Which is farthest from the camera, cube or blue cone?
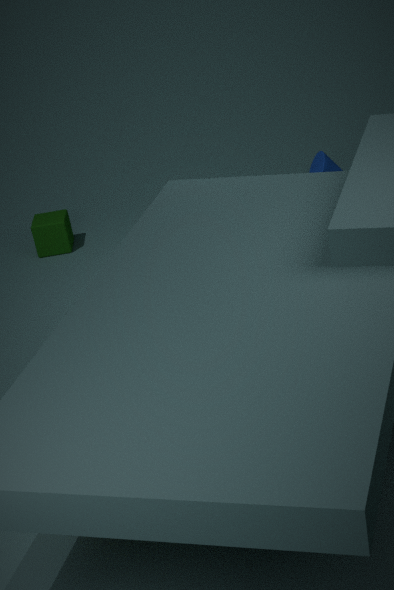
blue cone
